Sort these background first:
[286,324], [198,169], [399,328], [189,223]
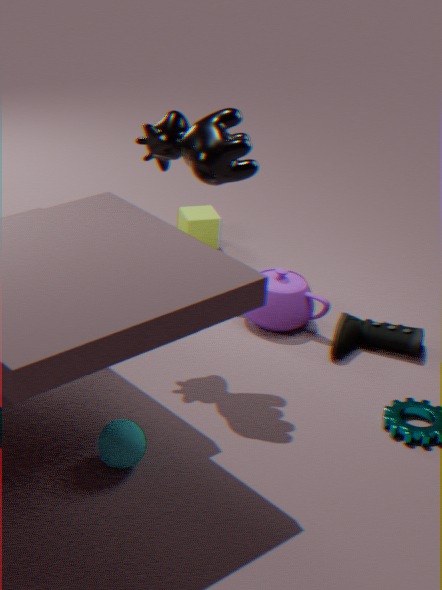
[189,223] → [286,324] → [399,328] → [198,169]
